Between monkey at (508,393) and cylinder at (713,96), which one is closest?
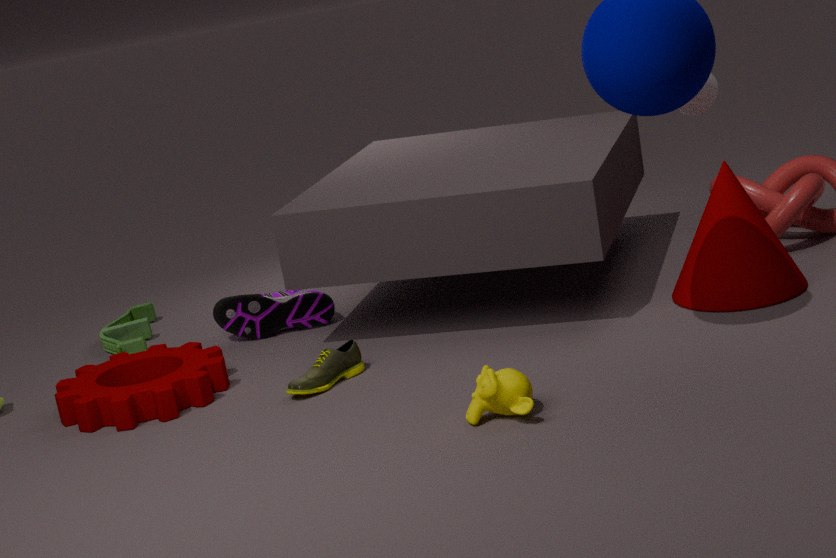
monkey at (508,393)
